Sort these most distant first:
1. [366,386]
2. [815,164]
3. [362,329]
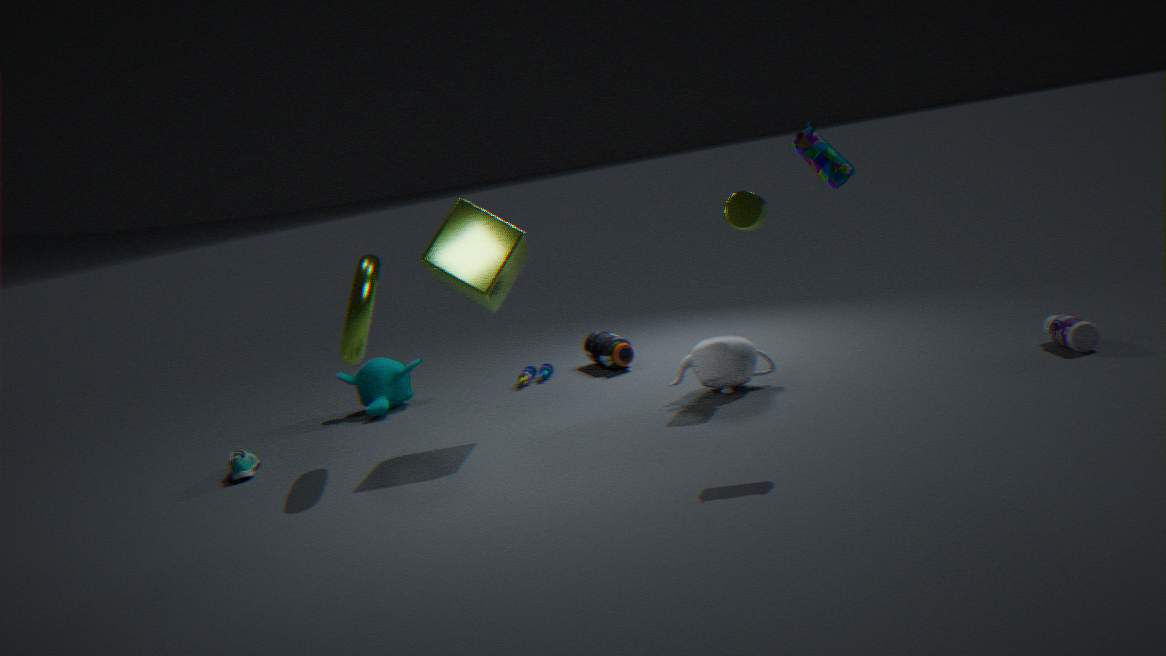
[366,386] < [362,329] < [815,164]
